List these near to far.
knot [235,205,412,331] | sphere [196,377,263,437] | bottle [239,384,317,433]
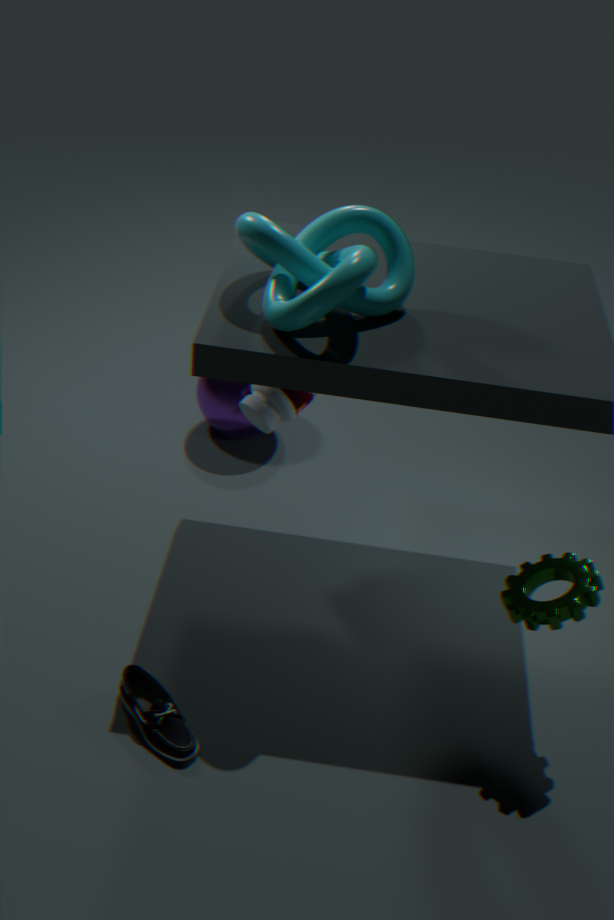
knot [235,205,412,331]
bottle [239,384,317,433]
sphere [196,377,263,437]
